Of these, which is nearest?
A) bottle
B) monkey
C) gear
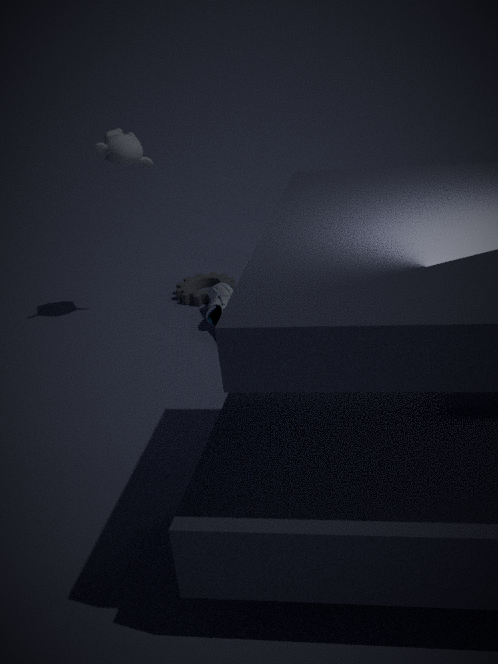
monkey
